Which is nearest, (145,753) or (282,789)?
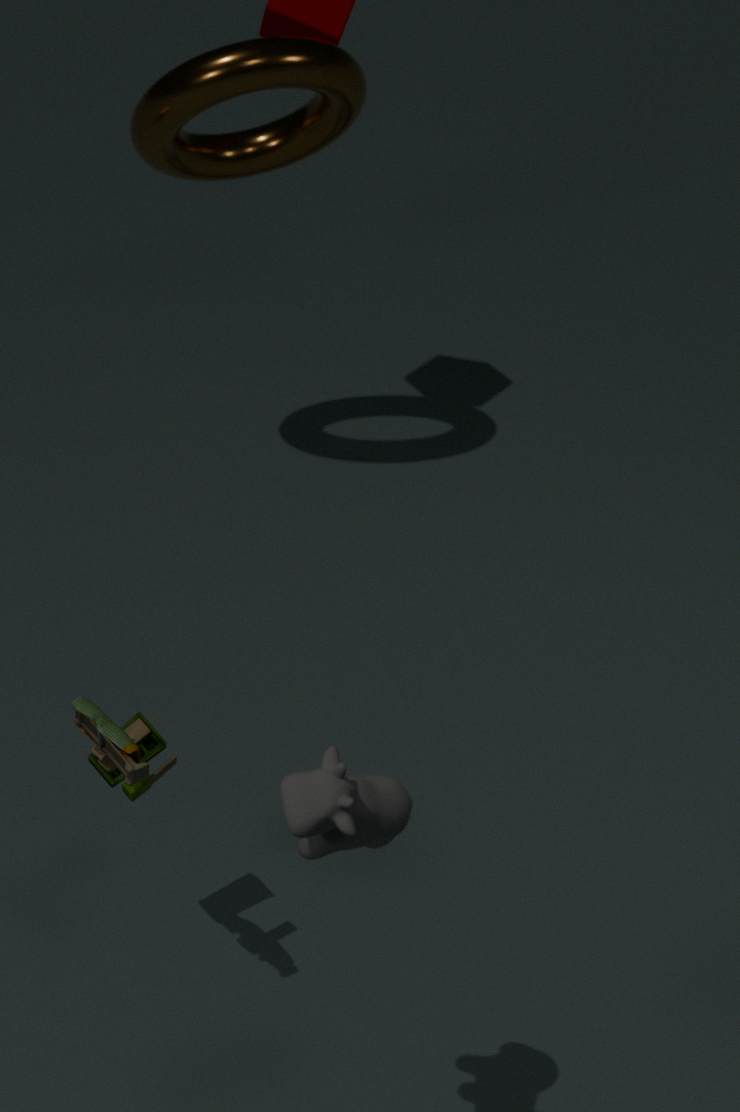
(282,789)
